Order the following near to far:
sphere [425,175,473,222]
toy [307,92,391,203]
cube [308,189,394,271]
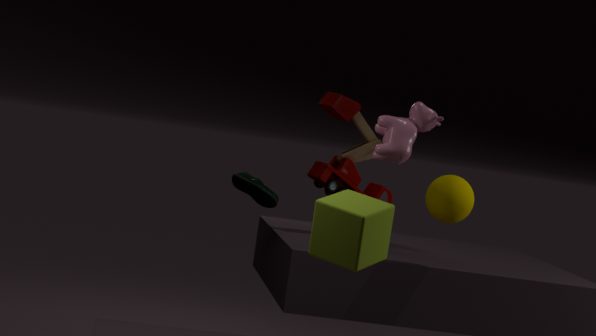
cube [308,189,394,271]
sphere [425,175,473,222]
toy [307,92,391,203]
